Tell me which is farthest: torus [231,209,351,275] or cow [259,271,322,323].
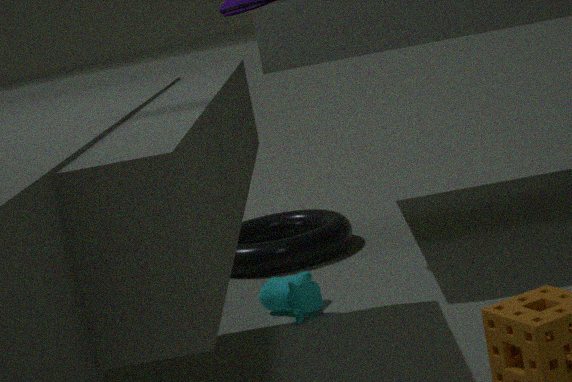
torus [231,209,351,275]
